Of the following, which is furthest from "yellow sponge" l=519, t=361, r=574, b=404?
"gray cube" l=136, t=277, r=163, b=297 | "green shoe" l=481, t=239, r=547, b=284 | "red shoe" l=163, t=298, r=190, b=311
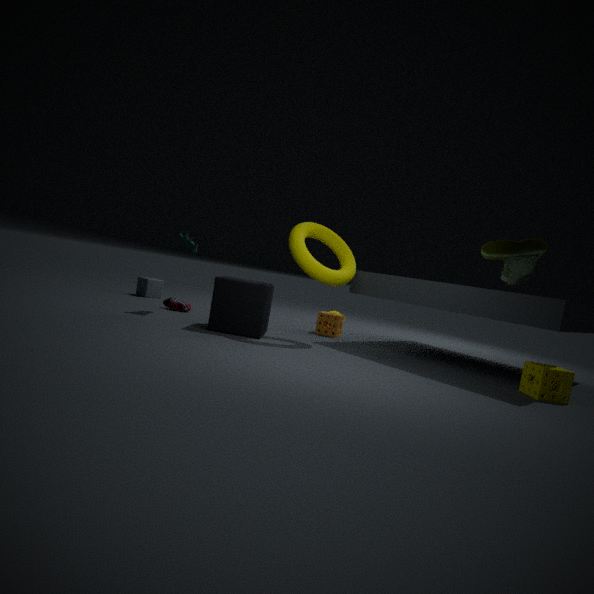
"gray cube" l=136, t=277, r=163, b=297
